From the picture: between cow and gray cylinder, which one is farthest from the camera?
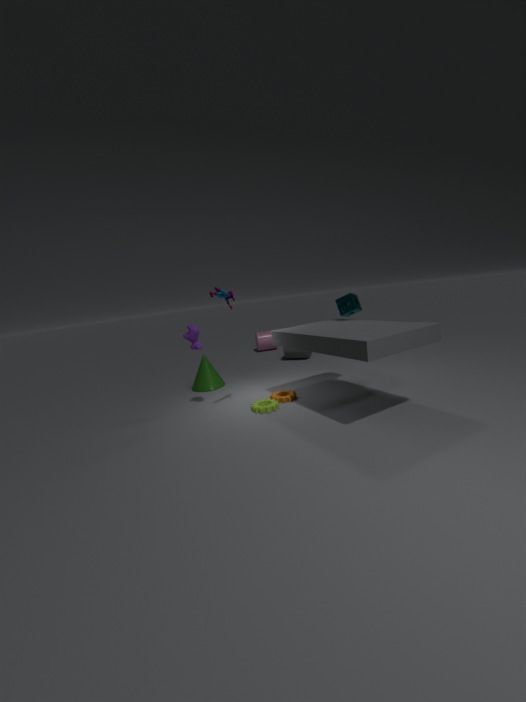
gray cylinder
